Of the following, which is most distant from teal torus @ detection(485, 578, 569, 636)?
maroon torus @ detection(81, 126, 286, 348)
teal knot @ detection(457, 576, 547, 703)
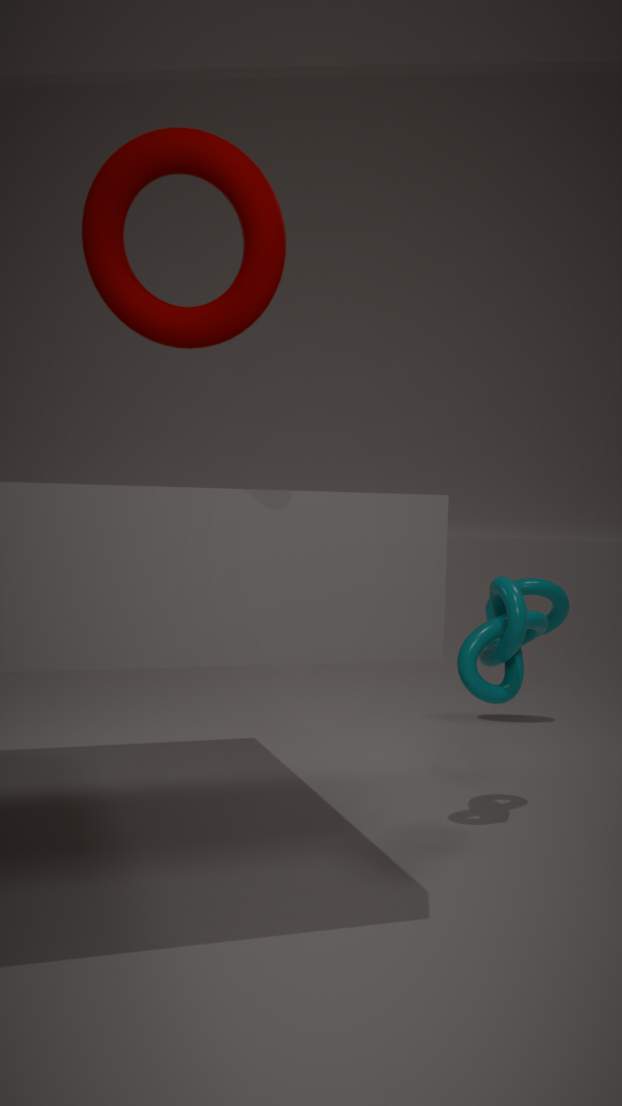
maroon torus @ detection(81, 126, 286, 348)
